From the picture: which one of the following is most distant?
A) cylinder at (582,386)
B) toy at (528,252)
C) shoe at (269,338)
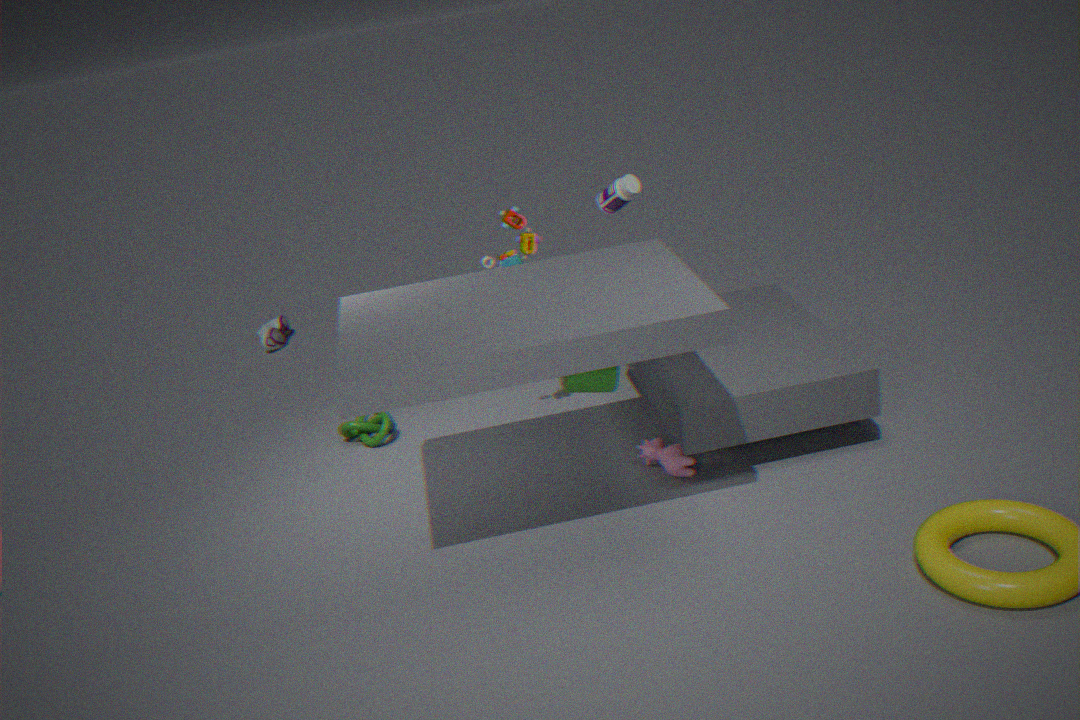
shoe at (269,338)
